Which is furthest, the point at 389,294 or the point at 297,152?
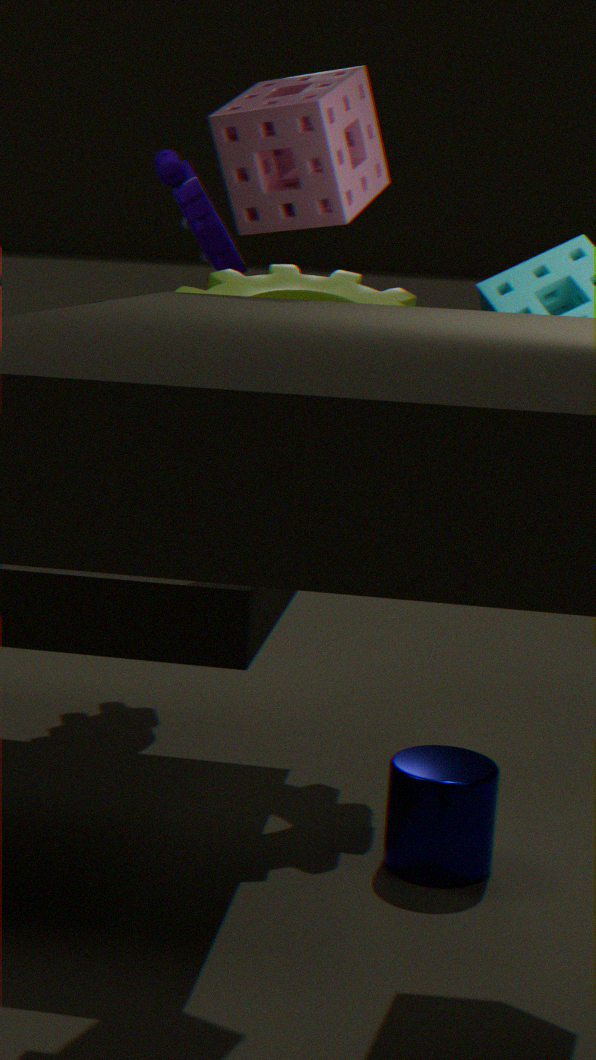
the point at 389,294
